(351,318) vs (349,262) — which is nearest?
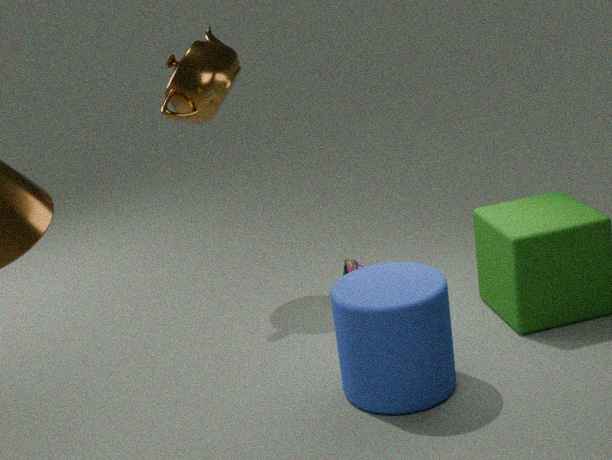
(351,318)
